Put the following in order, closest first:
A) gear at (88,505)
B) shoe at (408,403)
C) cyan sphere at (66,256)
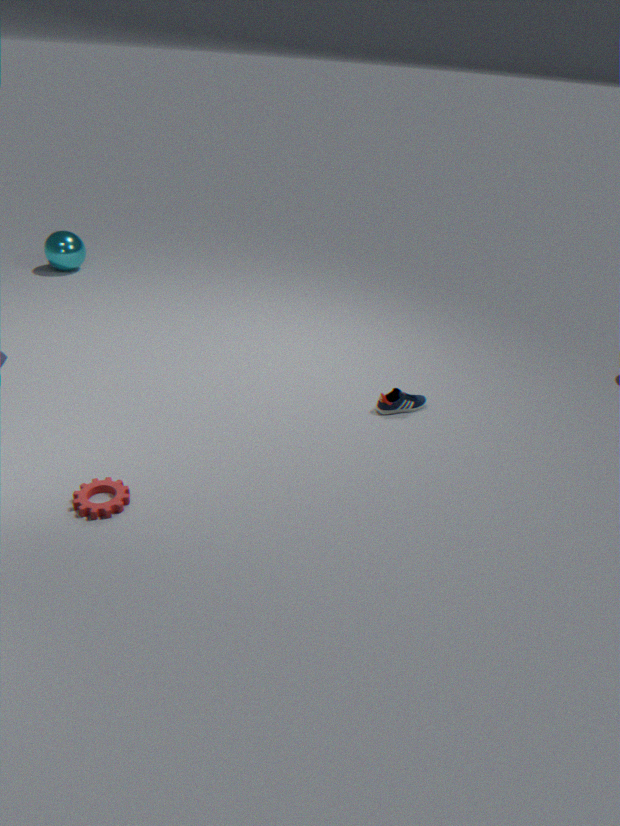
gear at (88,505)
shoe at (408,403)
cyan sphere at (66,256)
